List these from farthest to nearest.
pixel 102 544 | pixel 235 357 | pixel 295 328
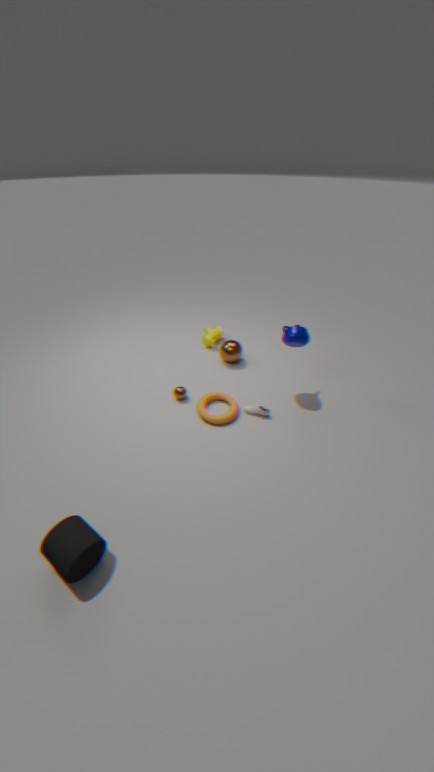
1. pixel 235 357
2. pixel 295 328
3. pixel 102 544
